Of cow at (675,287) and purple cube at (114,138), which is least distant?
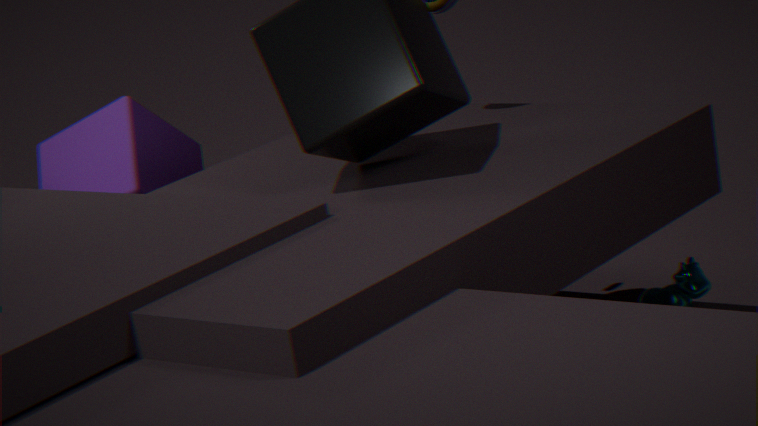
cow at (675,287)
